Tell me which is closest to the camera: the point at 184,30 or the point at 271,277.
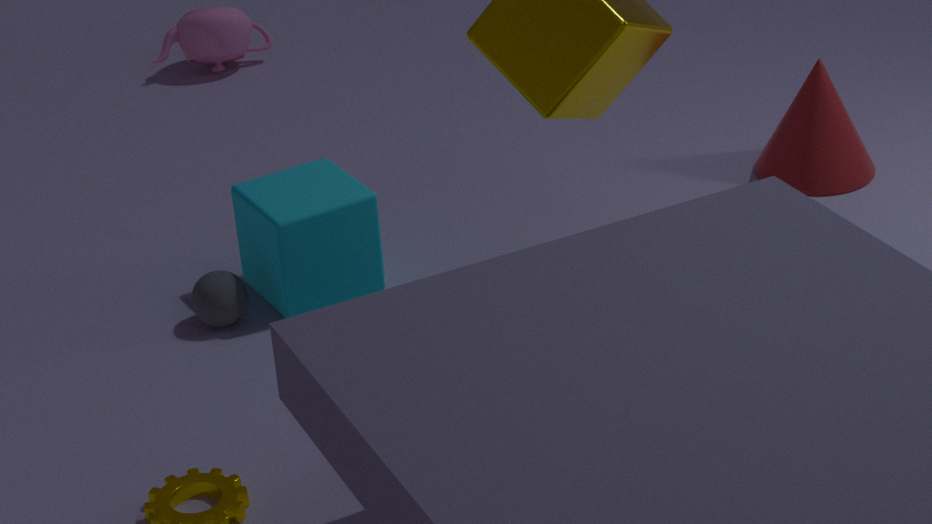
the point at 271,277
